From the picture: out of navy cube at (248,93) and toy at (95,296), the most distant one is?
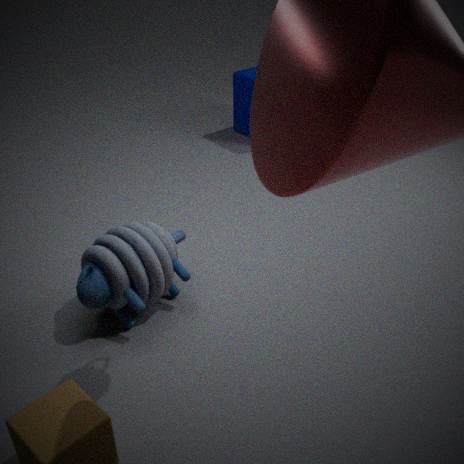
navy cube at (248,93)
